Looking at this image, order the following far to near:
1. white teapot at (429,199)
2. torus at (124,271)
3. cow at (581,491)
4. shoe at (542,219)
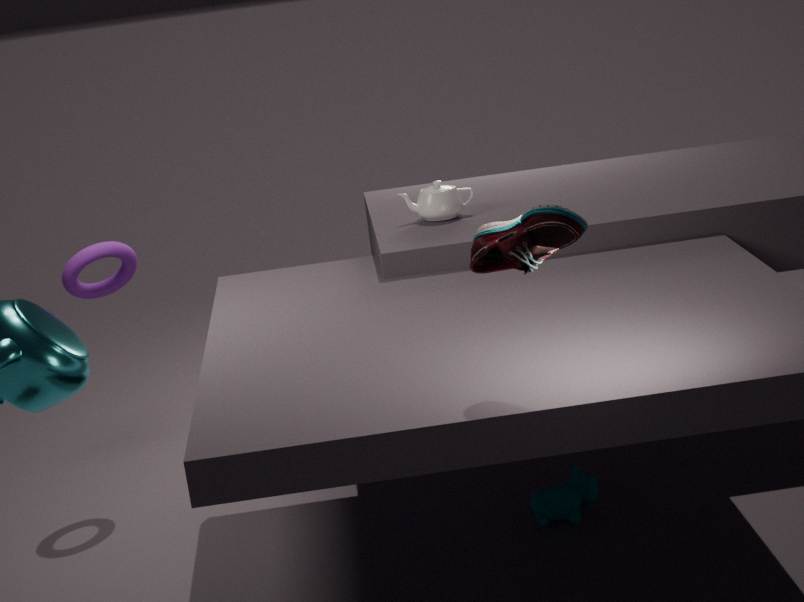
white teapot at (429,199) → torus at (124,271) → cow at (581,491) → shoe at (542,219)
